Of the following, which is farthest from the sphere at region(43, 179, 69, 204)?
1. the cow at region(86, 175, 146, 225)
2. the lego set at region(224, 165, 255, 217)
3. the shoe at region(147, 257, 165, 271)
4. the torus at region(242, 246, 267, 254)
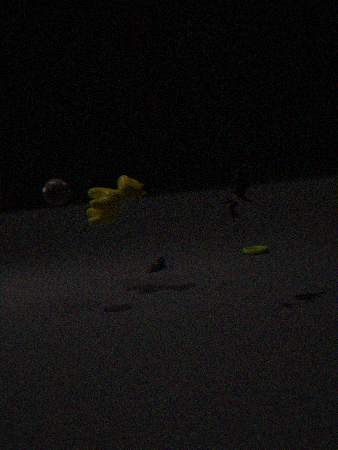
the torus at region(242, 246, 267, 254)
